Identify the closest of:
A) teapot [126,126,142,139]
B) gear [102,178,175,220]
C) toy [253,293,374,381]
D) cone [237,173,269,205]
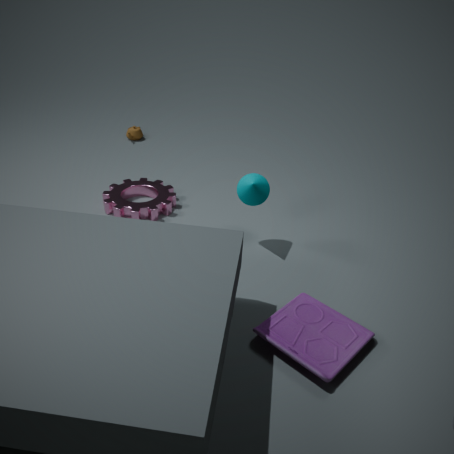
toy [253,293,374,381]
